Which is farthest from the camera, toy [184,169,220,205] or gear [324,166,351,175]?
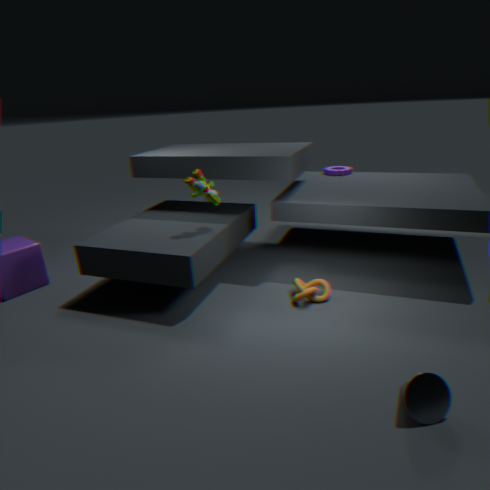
gear [324,166,351,175]
